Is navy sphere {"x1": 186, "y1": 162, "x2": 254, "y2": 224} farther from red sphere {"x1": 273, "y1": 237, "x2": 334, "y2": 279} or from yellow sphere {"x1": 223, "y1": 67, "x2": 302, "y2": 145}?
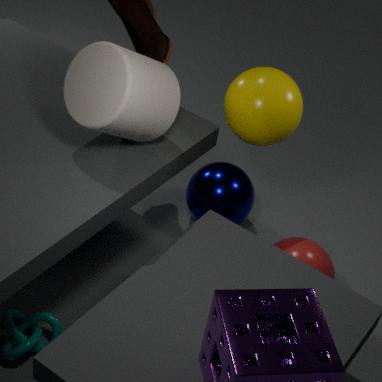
yellow sphere {"x1": 223, "y1": 67, "x2": 302, "y2": 145}
